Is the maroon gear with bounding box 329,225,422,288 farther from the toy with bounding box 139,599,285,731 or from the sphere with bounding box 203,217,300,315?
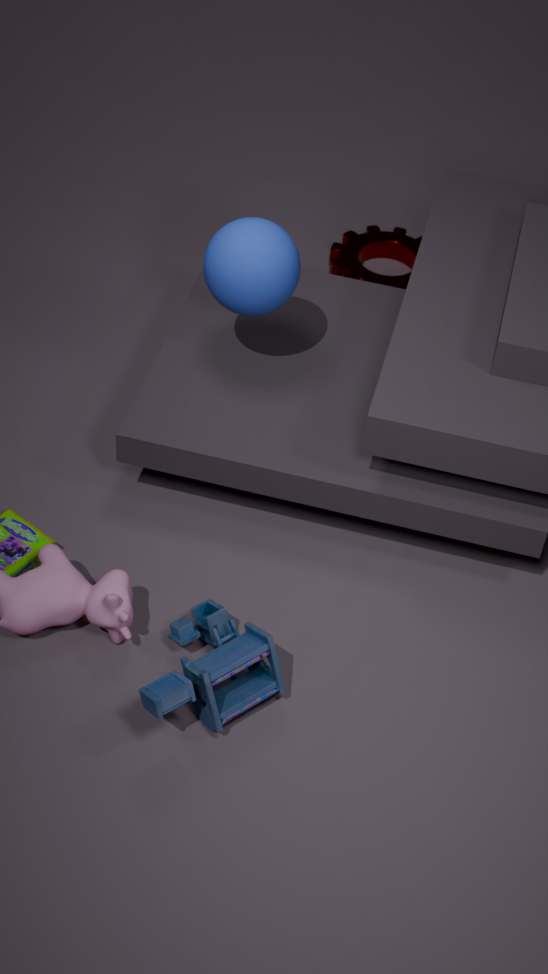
the toy with bounding box 139,599,285,731
